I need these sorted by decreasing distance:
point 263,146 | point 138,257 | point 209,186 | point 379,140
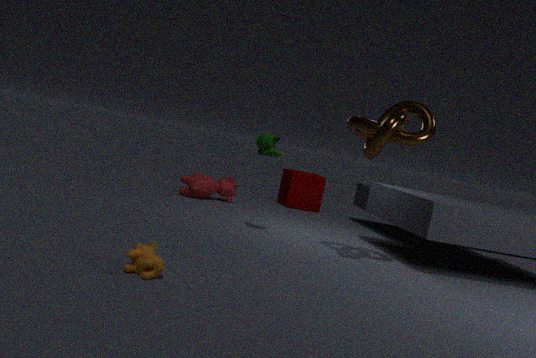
point 209,186, point 263,146, point 379,140, point 138,257
